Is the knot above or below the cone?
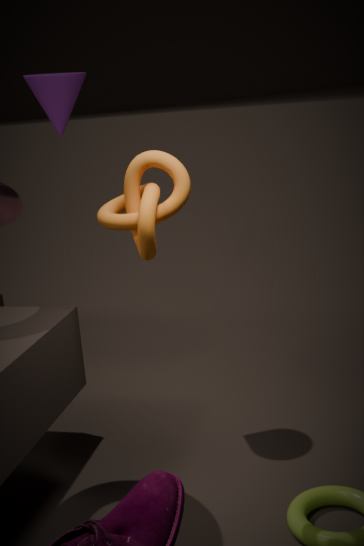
below
